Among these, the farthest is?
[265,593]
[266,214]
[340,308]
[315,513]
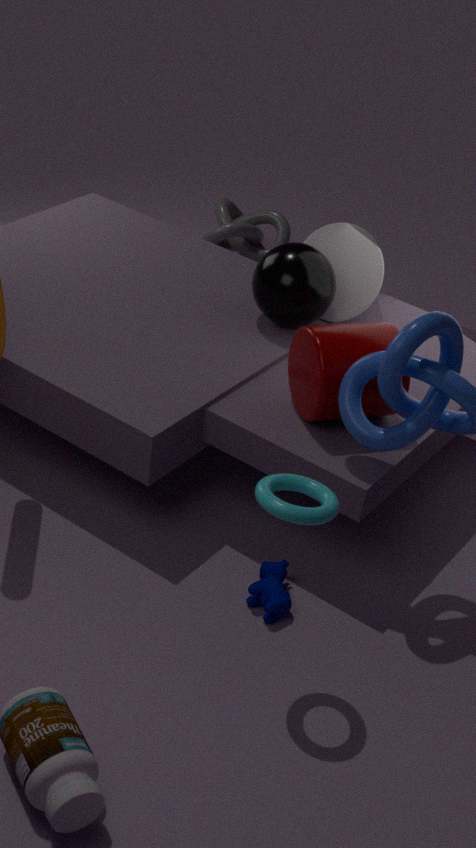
[266,214]
